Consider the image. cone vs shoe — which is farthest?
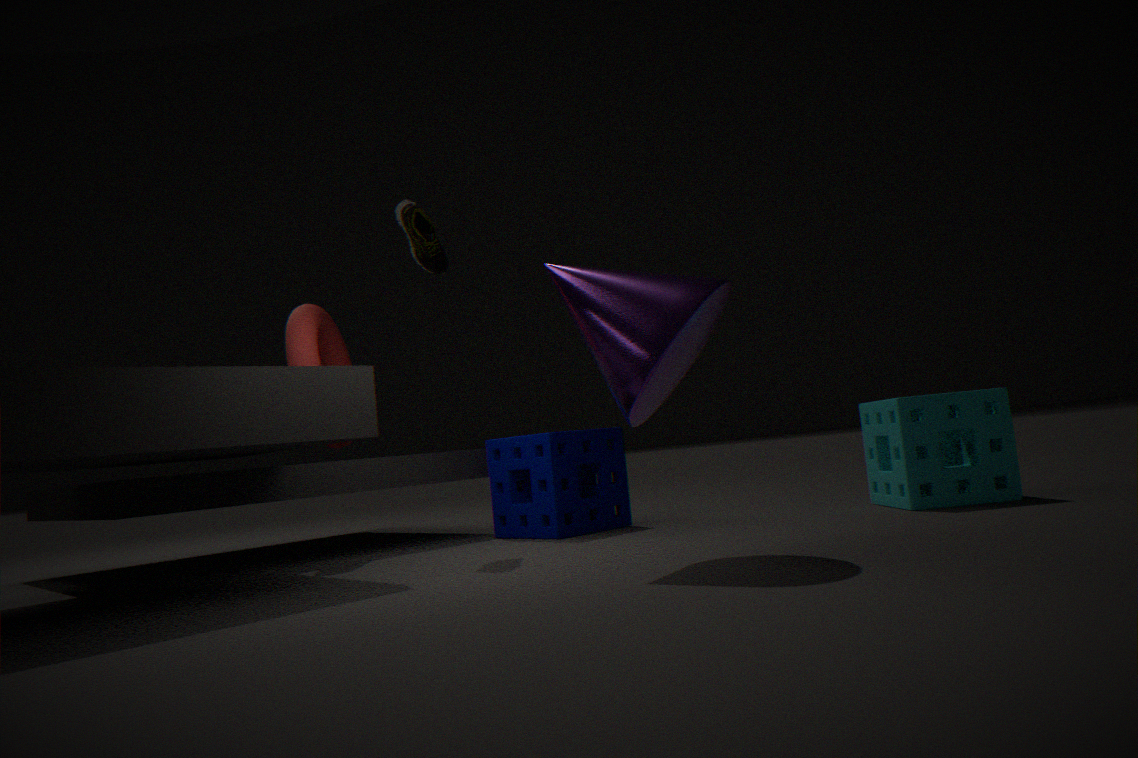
shoe
